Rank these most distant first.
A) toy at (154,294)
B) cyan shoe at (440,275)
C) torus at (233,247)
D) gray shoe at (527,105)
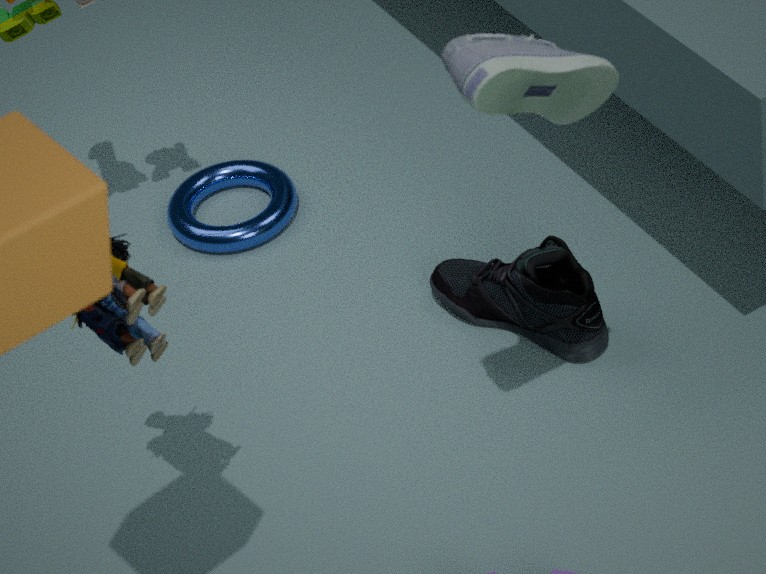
torus at (233,247) → cyan shoe at (440,275) → toy at (154,294) → gray shoe at (527,105)
